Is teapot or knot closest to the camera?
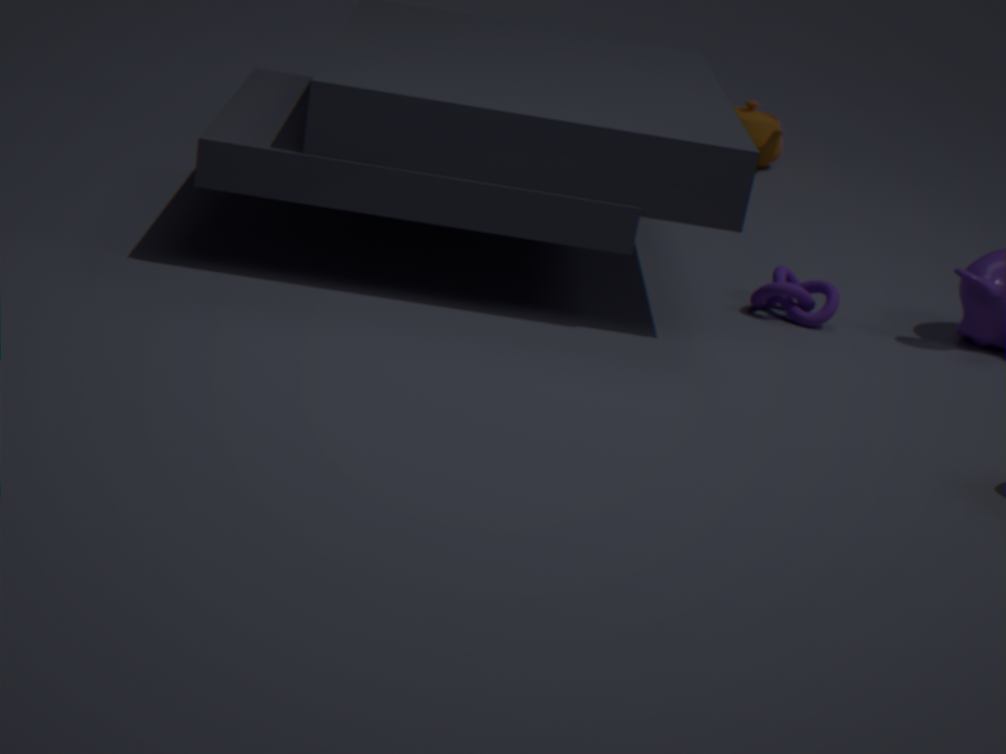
knot
